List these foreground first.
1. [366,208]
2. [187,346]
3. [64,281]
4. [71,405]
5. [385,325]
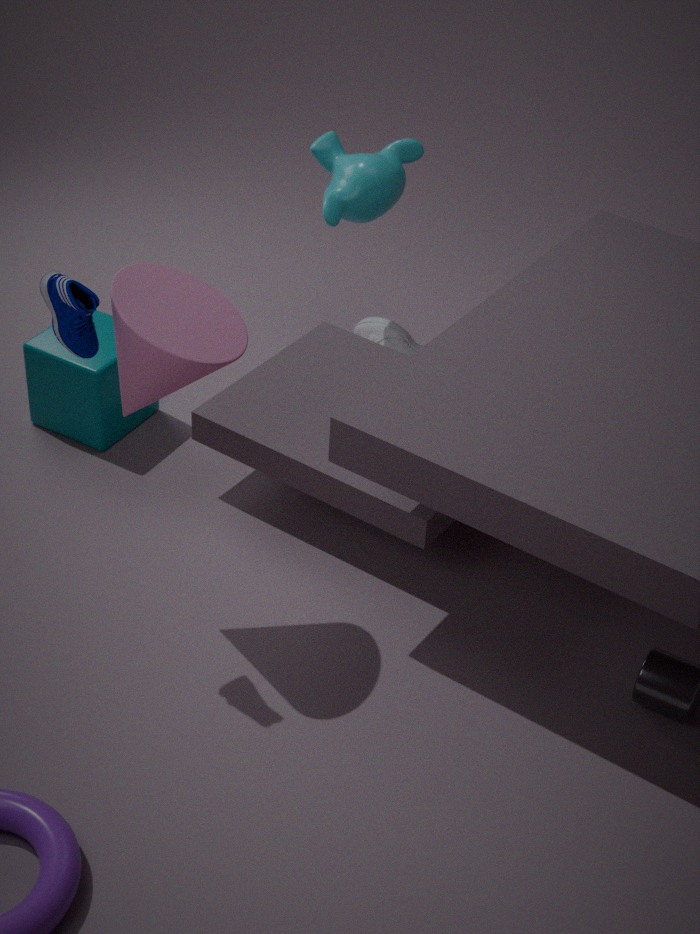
[64,281]
[187,346]
[71,405]
[366,208]
[385,325]
